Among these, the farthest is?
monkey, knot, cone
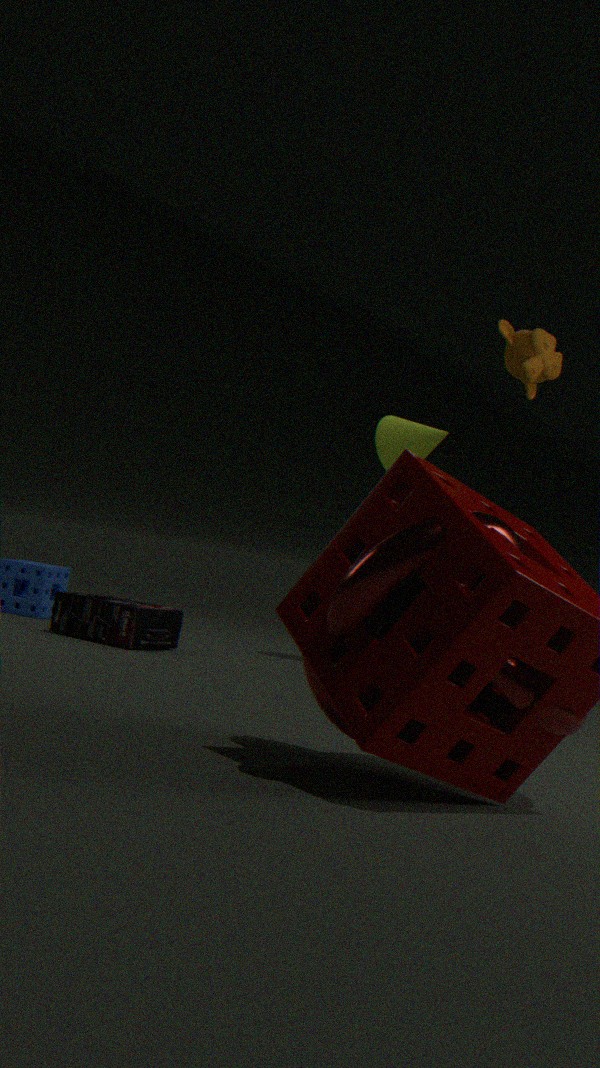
cone
